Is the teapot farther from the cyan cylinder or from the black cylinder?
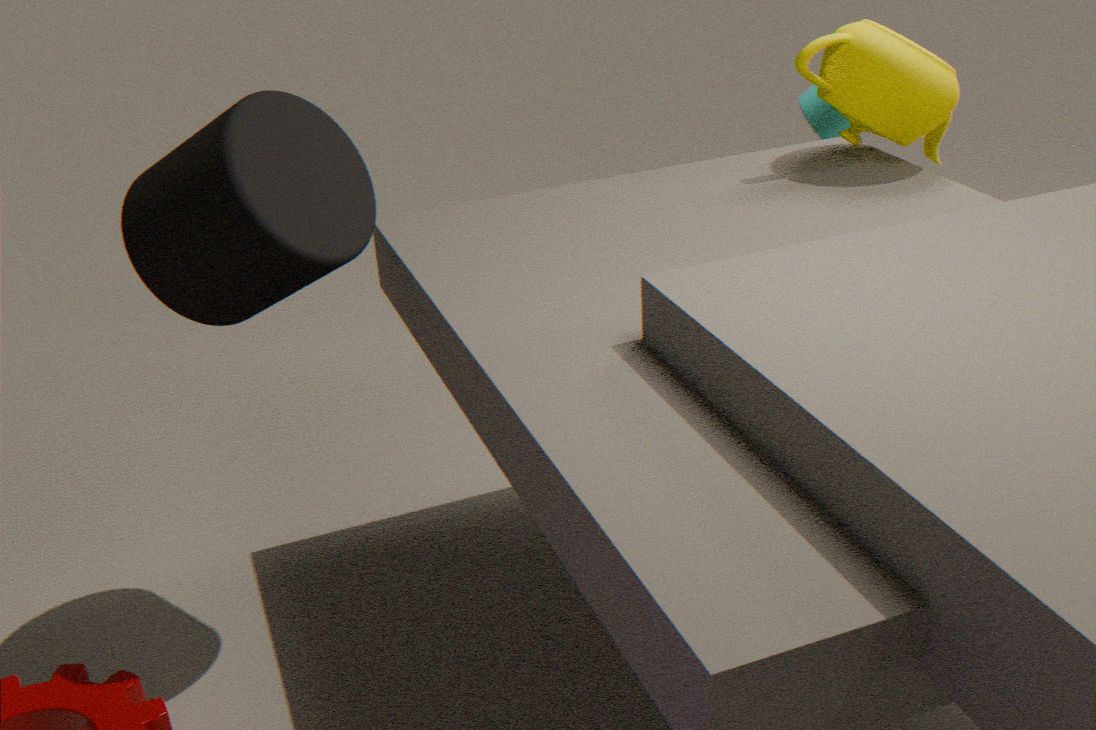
the black cylinder
